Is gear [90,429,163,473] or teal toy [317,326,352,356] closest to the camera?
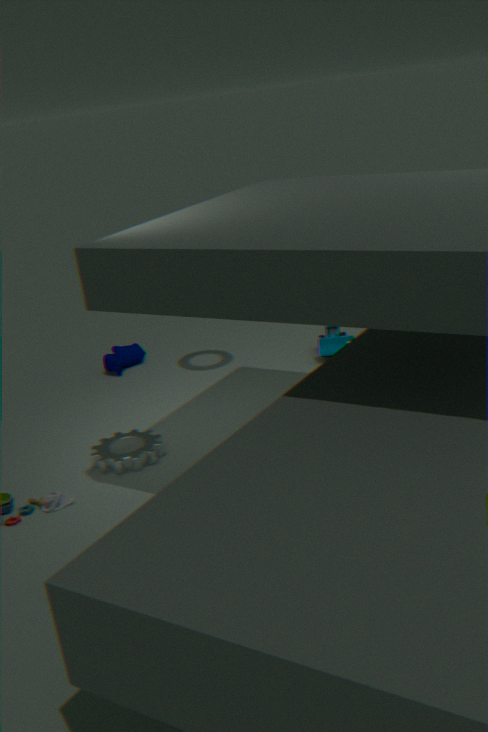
gear [90,429,163,473]
